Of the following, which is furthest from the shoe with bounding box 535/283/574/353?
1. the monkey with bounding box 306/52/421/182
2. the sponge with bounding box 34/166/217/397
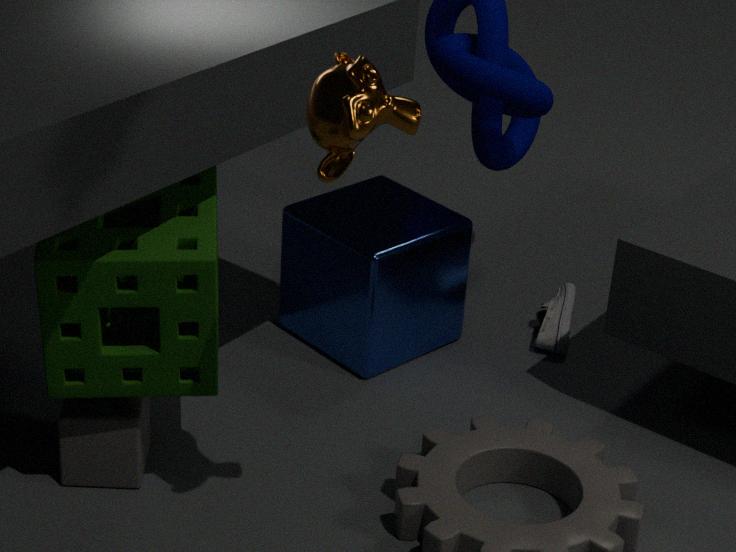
the monkey with bounding box 306/52/421/182
